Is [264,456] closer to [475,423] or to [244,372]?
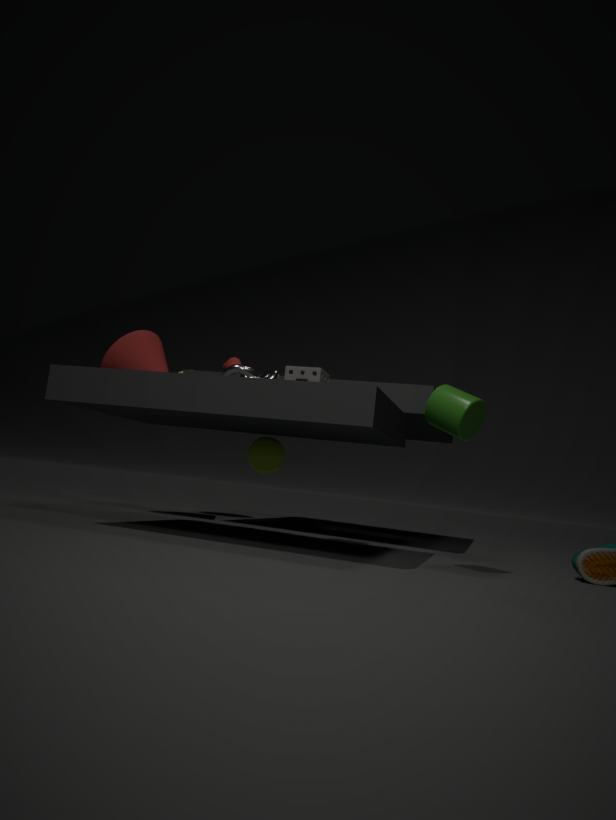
[244,372]
